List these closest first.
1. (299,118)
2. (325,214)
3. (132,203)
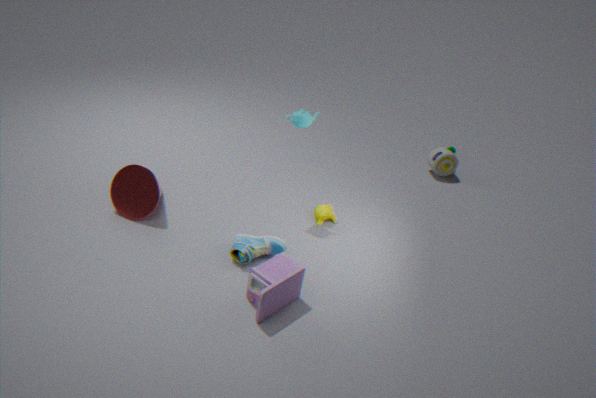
(299,118) → (132,203) → (325,214)
